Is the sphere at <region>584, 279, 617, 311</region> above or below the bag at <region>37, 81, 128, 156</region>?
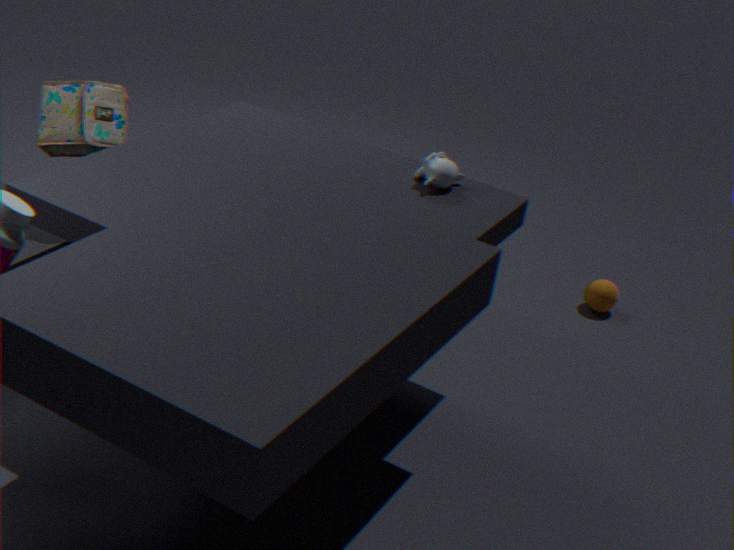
below
